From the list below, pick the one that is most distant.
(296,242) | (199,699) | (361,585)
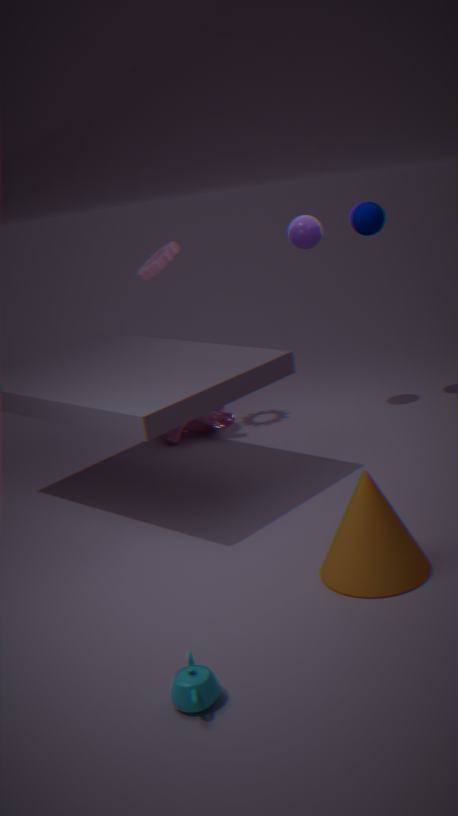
(296,242)
